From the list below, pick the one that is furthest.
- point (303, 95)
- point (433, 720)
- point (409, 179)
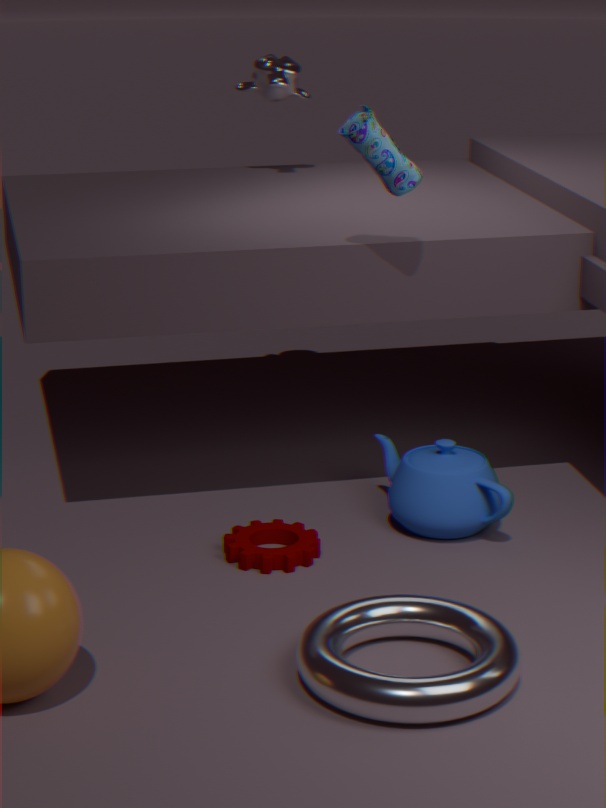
point (303, 95)
